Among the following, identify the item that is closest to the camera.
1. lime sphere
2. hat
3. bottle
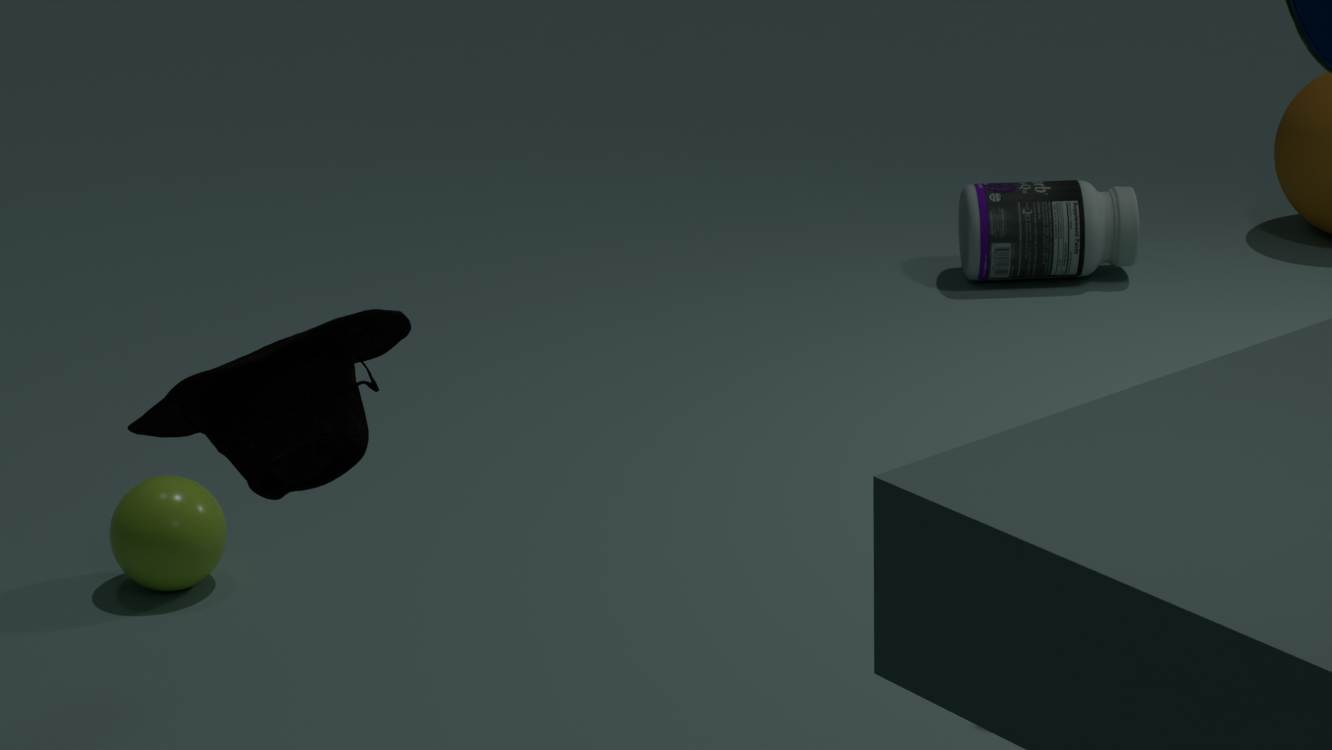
hat
